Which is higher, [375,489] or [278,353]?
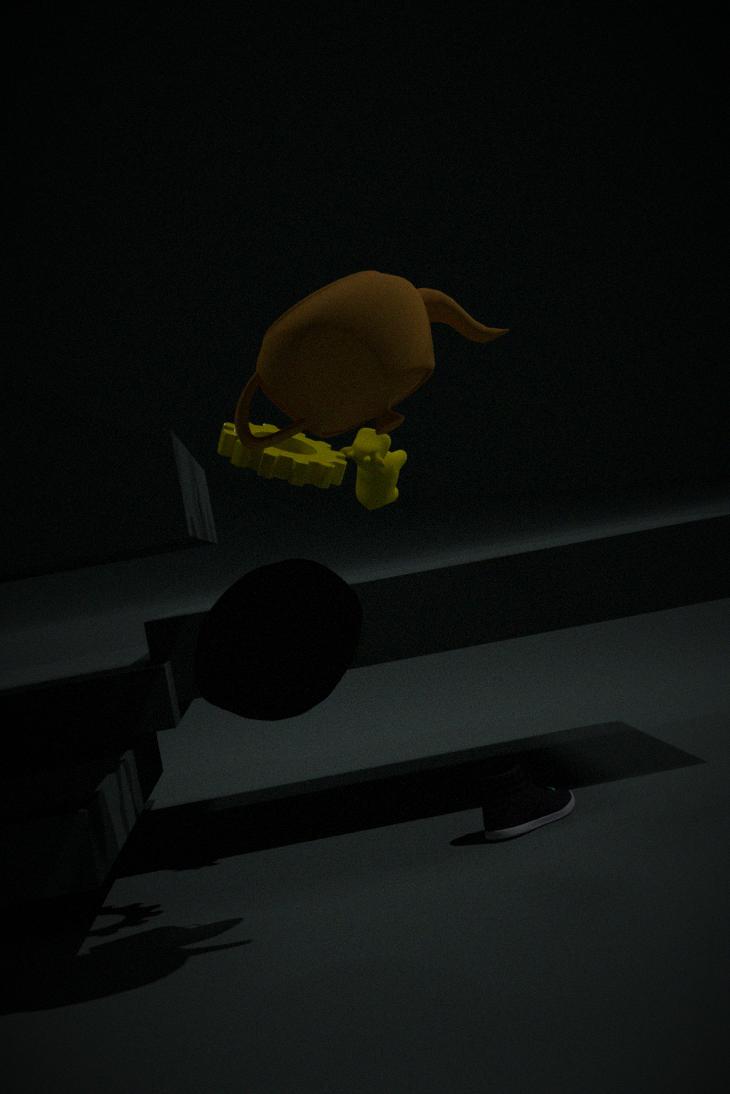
[278,353]
